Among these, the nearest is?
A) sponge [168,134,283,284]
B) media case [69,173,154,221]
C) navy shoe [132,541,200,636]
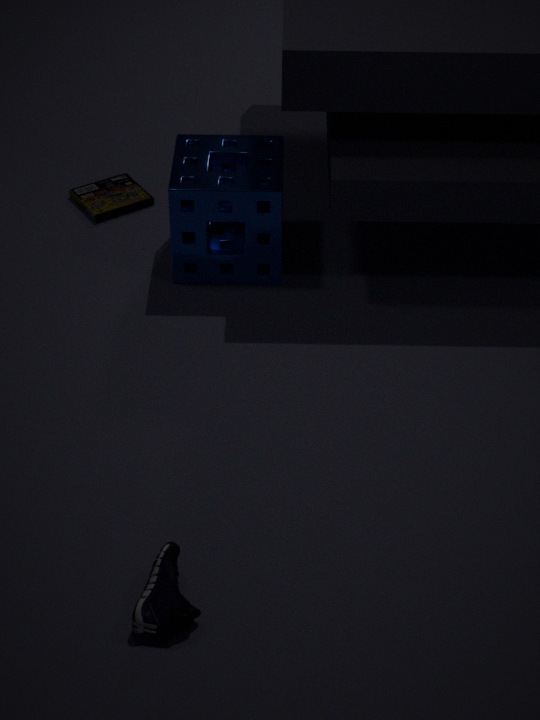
navy shoe [132,541,200,636]
